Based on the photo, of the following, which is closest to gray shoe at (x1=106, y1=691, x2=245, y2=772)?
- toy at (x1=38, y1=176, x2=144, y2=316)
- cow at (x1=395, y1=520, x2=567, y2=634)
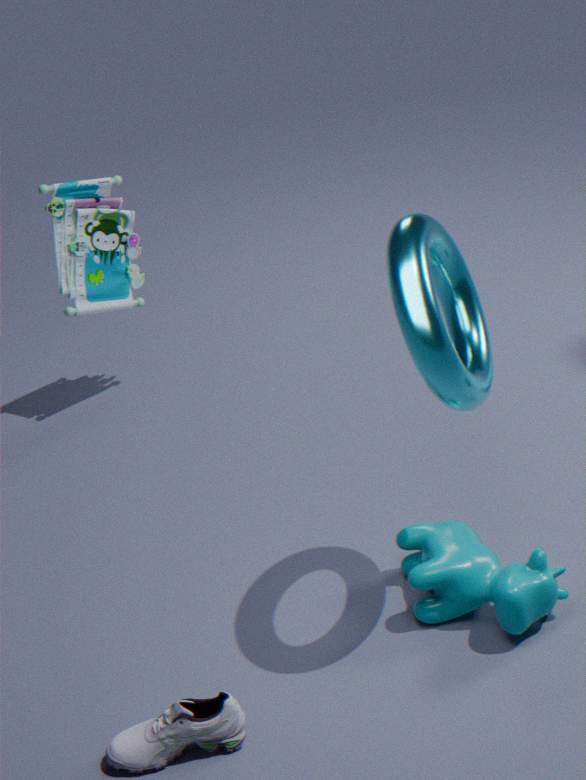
cow at (x1=395, y1=520, x2=567, y2=634)
